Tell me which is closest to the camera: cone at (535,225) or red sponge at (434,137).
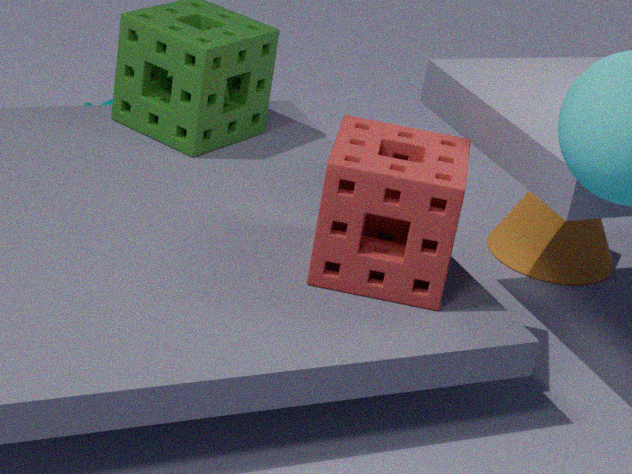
red sponge at (434,137)
